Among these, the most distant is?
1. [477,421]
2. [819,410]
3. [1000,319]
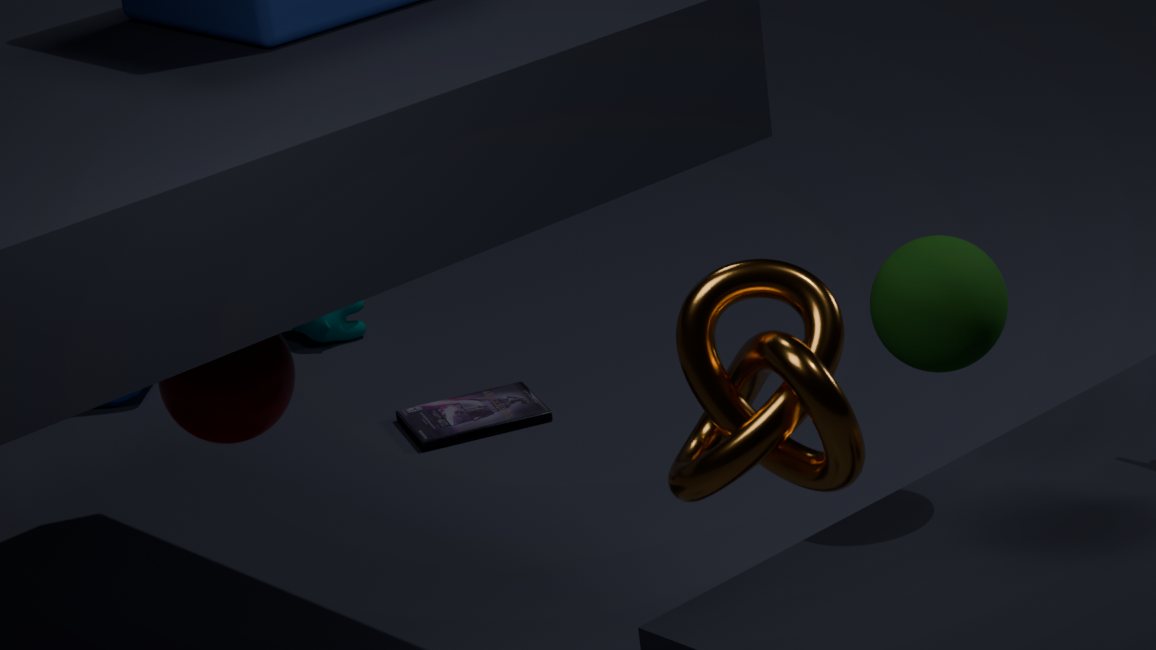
[477,421]
